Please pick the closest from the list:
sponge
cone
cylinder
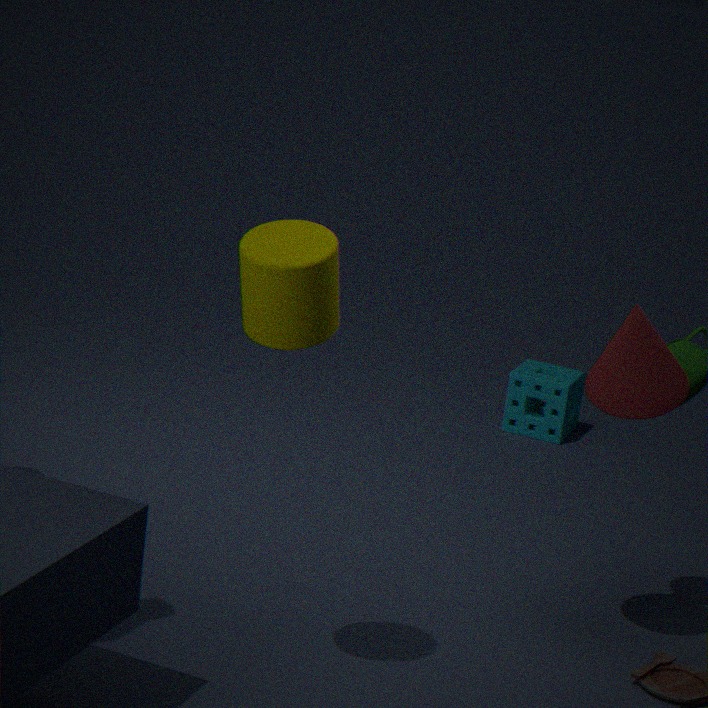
cylinder
